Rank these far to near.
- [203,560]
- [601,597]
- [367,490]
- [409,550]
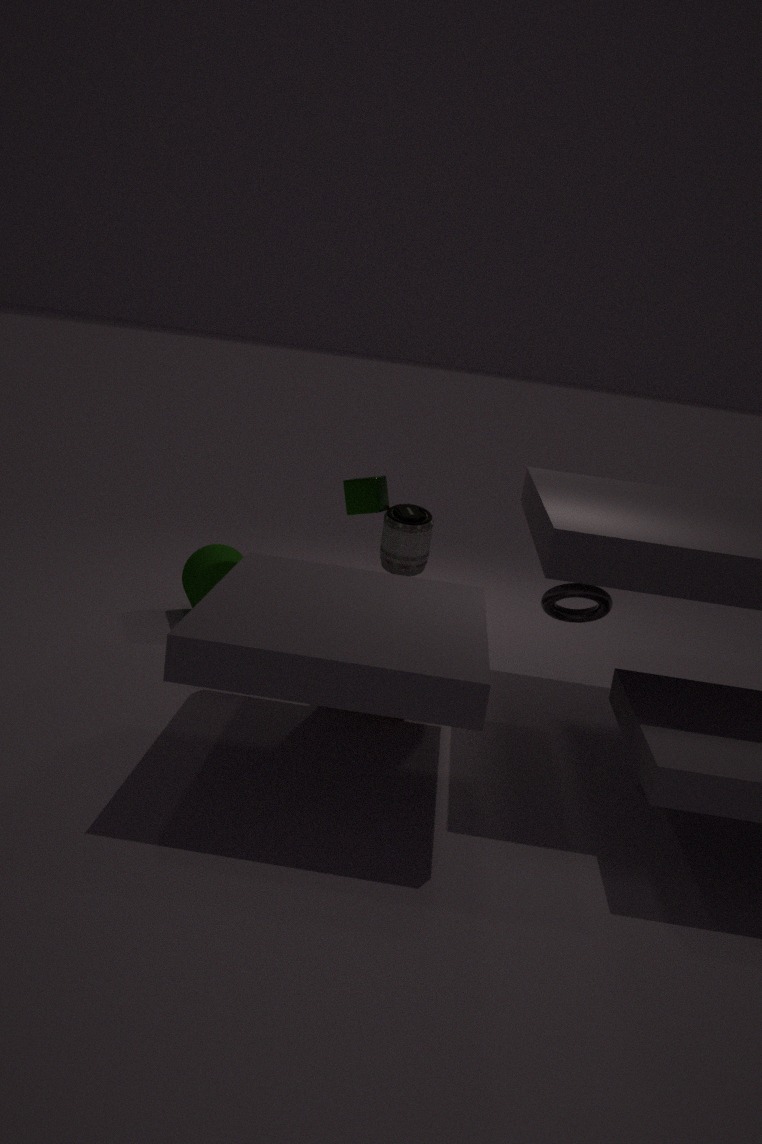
[409,550] < [367,490] < [203,560] < [601,597]
